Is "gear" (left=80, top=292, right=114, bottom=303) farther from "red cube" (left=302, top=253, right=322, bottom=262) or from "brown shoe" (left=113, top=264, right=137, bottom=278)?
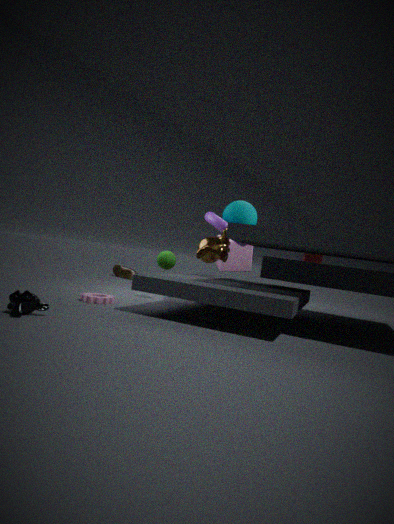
"brown shoe" (left=113, top=264, right=137, bottom=278)
